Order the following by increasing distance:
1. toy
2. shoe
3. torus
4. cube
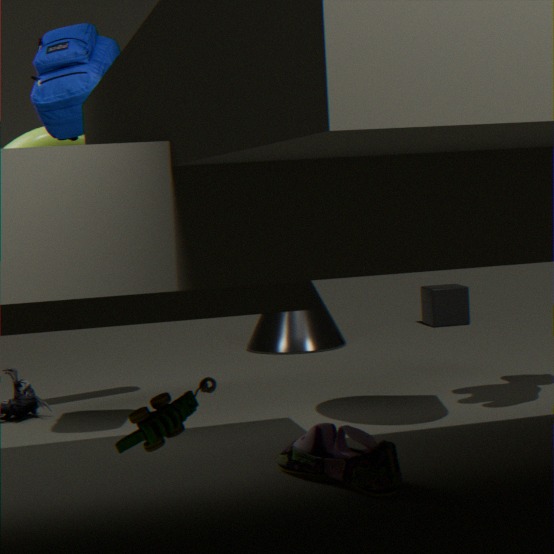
toy
shoe
torus
cube
